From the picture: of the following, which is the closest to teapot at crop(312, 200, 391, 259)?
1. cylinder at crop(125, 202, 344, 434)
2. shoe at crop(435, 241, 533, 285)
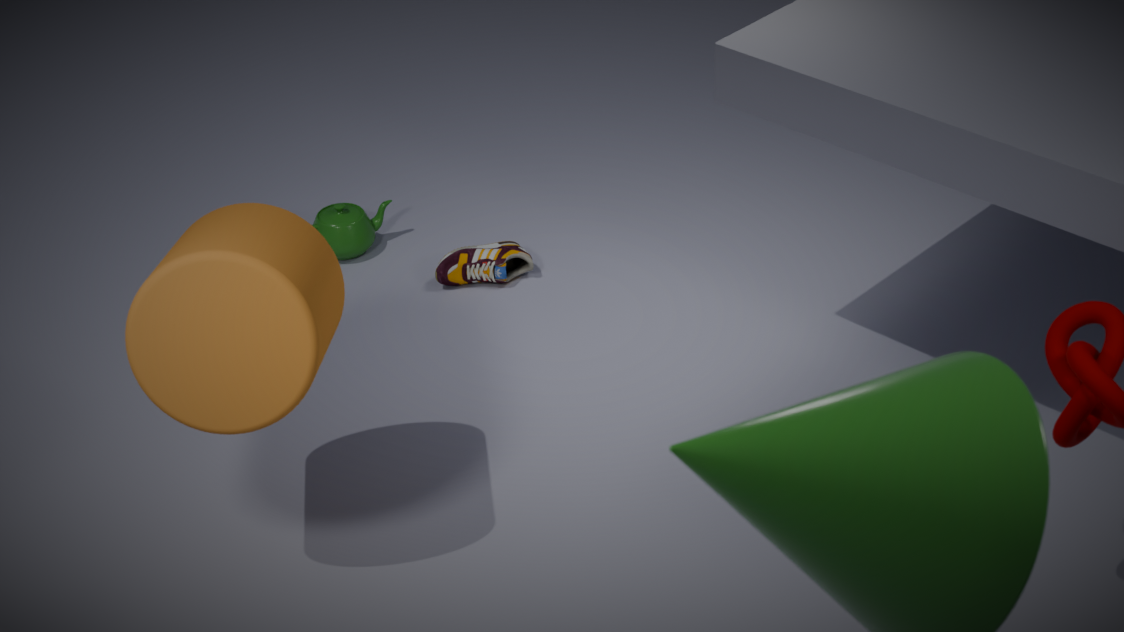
shoe at crop(435, 241, 533, 285)
